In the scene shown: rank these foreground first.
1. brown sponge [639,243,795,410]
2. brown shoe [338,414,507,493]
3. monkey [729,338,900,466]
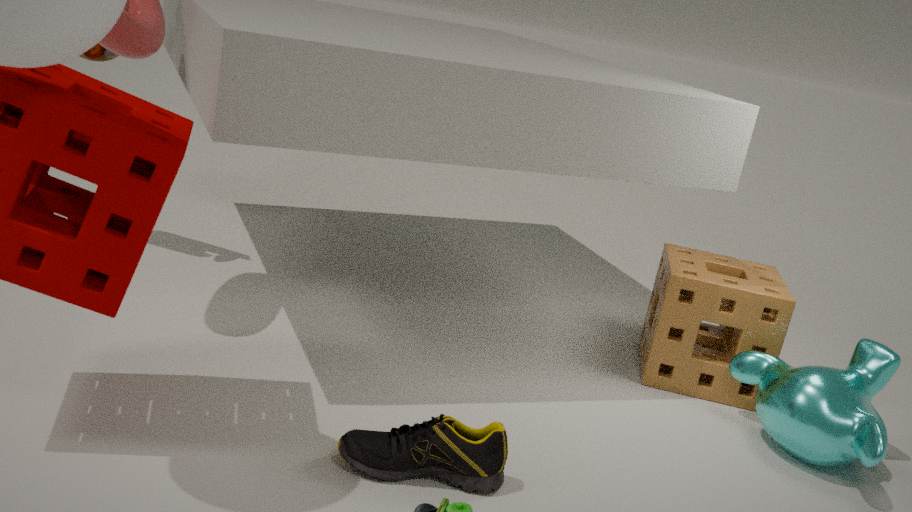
brown shoe [338,414,507,493] < monkey [729,338,900,466] < brown sponge [639,243,795,410]
